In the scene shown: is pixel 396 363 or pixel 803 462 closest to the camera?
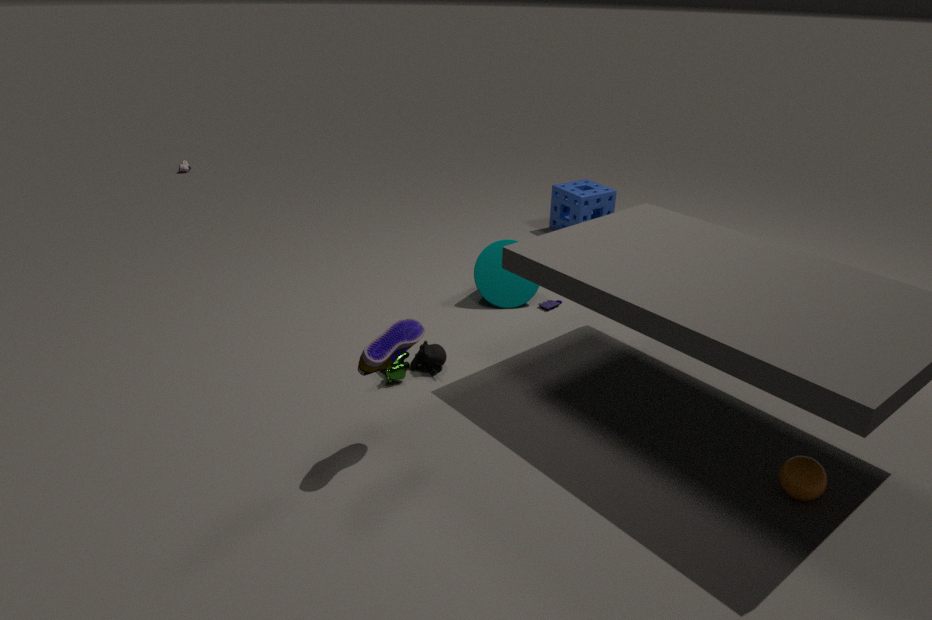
pixel 803 462
